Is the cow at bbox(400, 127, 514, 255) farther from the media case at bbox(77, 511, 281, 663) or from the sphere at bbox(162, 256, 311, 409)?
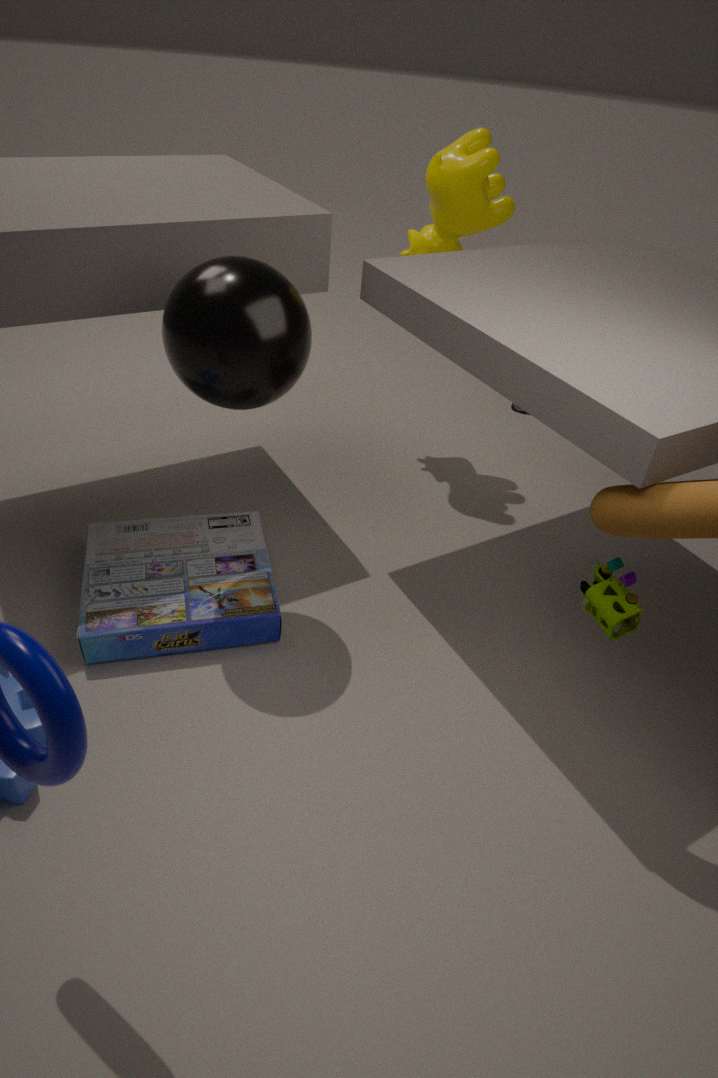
the media case at bbox(77, 511, 281, 663)
